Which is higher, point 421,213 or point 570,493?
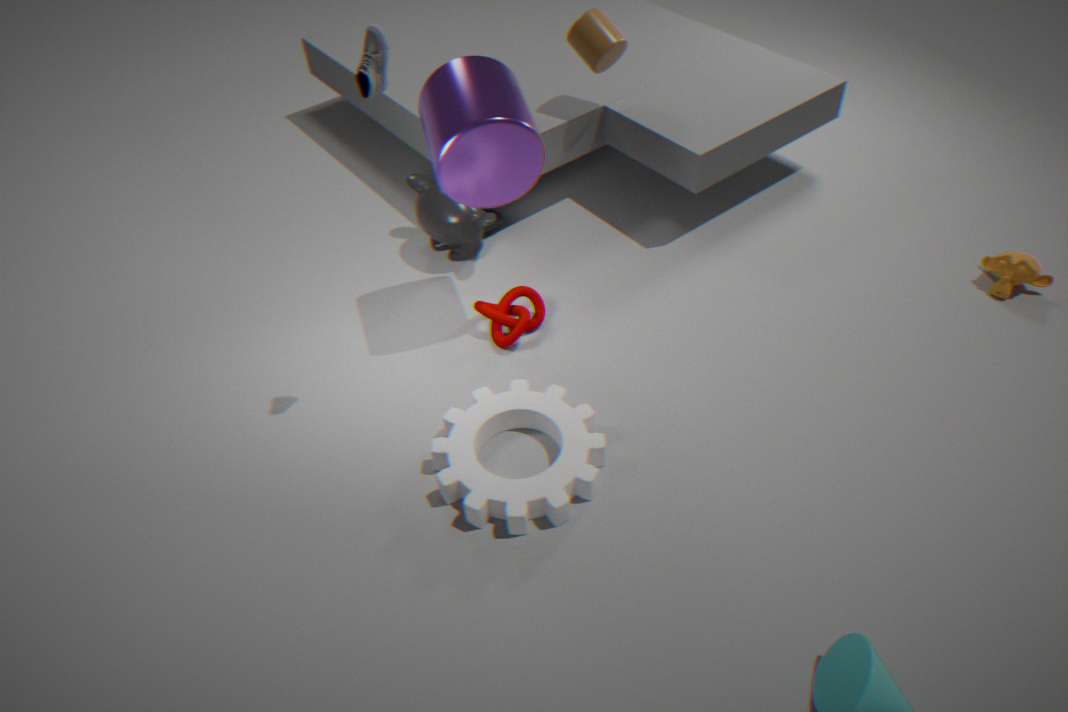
point 421,213
